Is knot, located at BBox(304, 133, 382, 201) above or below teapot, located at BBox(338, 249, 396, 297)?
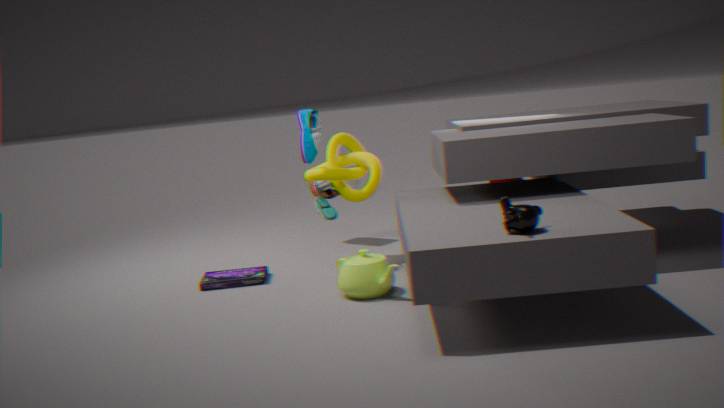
above
